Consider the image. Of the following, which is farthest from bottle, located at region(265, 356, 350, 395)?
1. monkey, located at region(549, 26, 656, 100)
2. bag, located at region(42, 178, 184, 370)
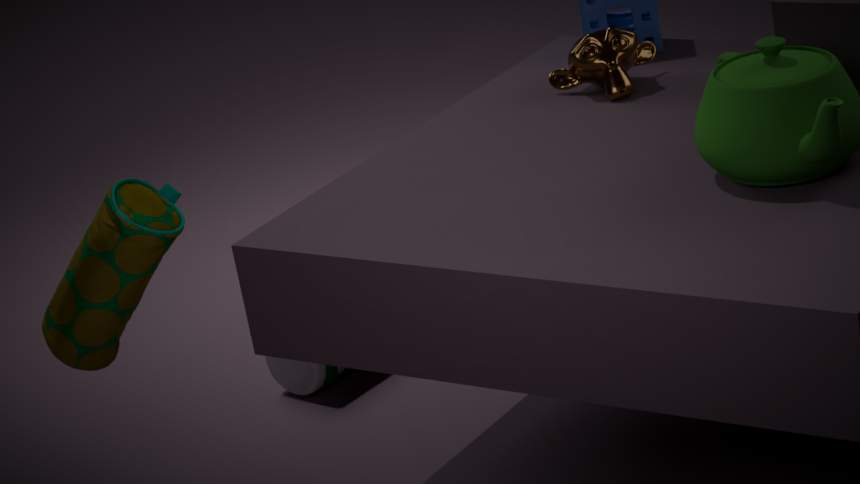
bag, located at region(42, 178, 184, 370)
